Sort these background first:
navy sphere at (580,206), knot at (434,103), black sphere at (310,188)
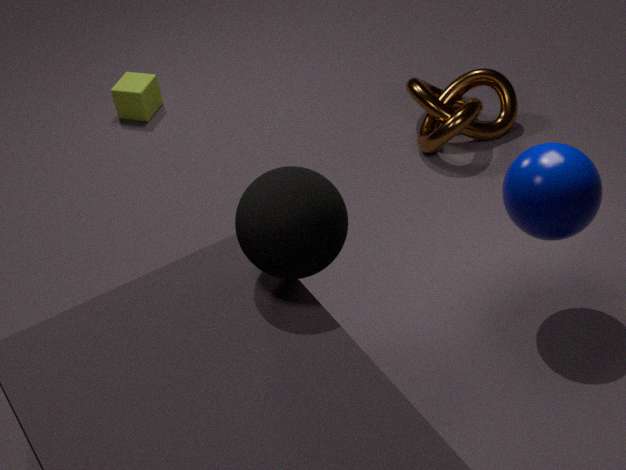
1. knot at (434,103)
2. navy sphere at (580,206)
3. black sphere at (310,188)
